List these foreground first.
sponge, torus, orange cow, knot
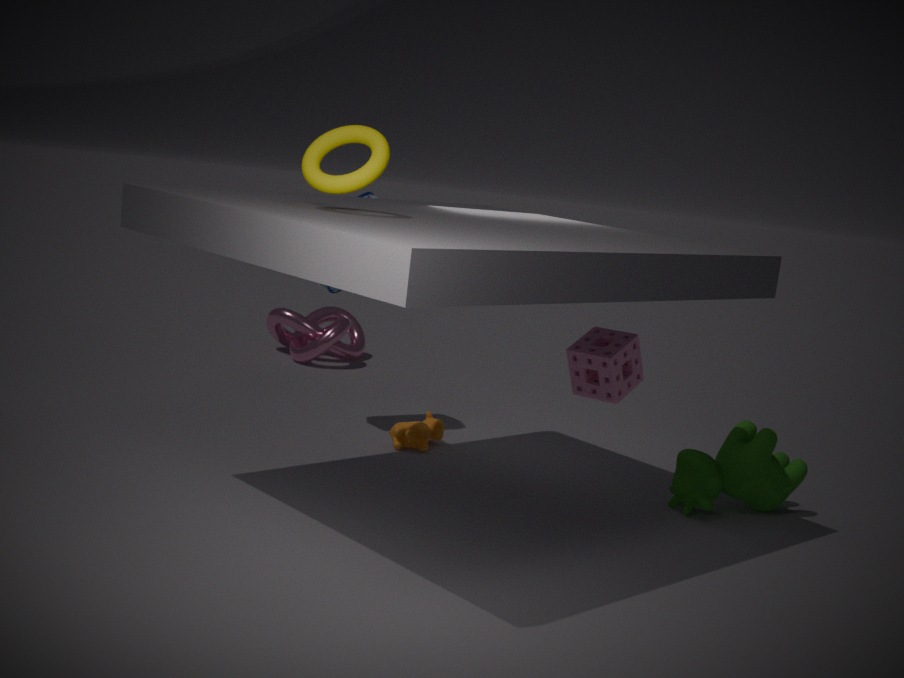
torus, sponge, orange cow, knot
